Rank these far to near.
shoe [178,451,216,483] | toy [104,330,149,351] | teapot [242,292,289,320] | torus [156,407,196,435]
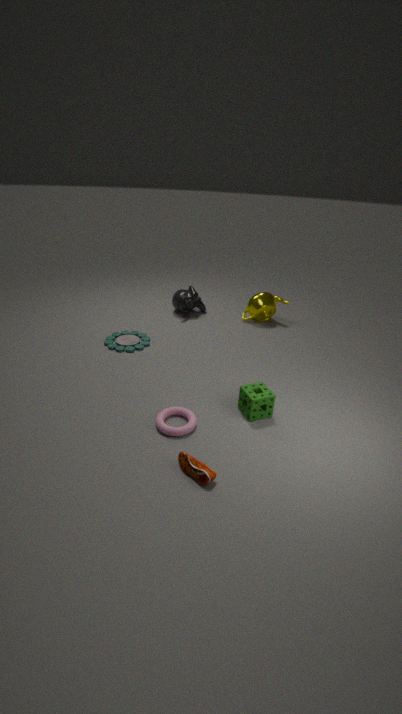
teapot [242,292,289,320] < toy [104,330,149,351] < torus [156,407,196,435] < shoe [178,451,216,483]
